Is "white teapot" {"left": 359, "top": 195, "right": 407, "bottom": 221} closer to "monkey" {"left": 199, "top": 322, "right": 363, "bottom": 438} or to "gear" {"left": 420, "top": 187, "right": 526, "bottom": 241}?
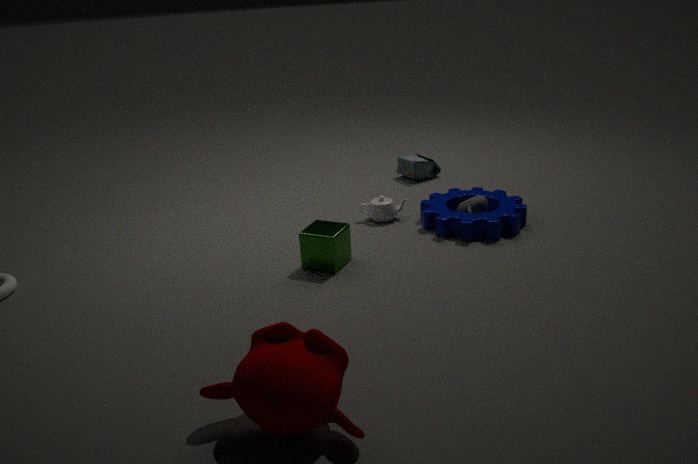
"gear" {"left": 420, "top": 187, "right": 526, "bottom": 241}
